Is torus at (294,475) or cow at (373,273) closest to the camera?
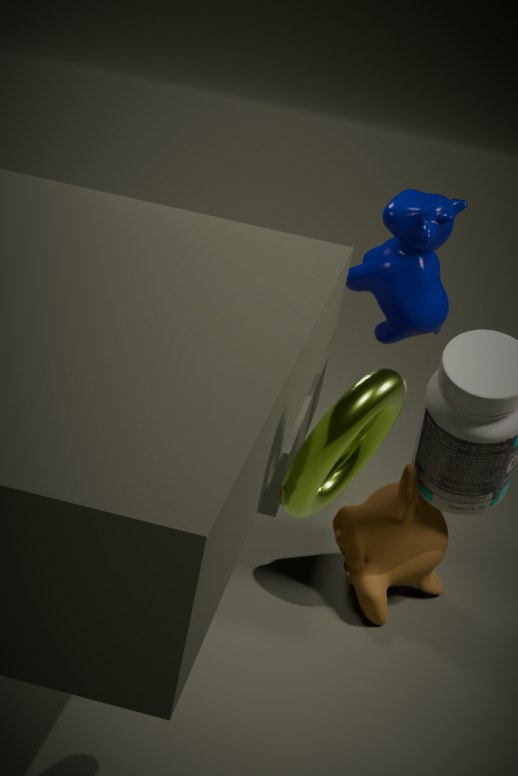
torus at (294,475)
